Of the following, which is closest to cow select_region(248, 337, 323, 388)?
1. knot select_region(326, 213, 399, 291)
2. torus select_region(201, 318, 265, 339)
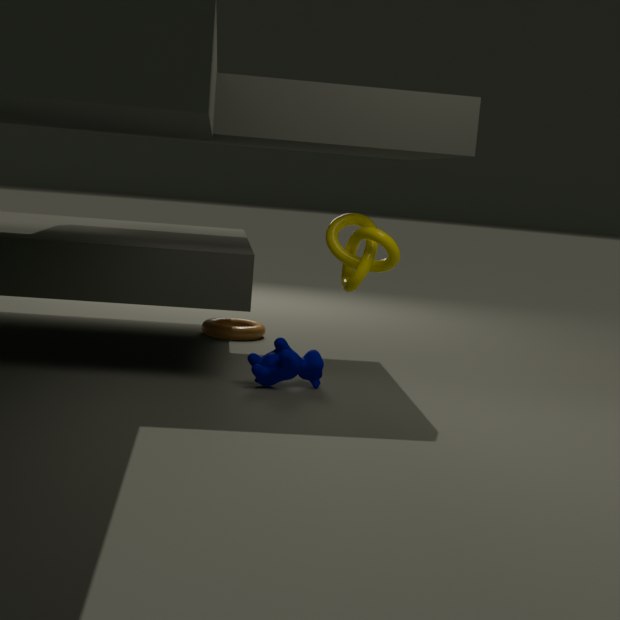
knot select_region(326, 213, 399, 291)
